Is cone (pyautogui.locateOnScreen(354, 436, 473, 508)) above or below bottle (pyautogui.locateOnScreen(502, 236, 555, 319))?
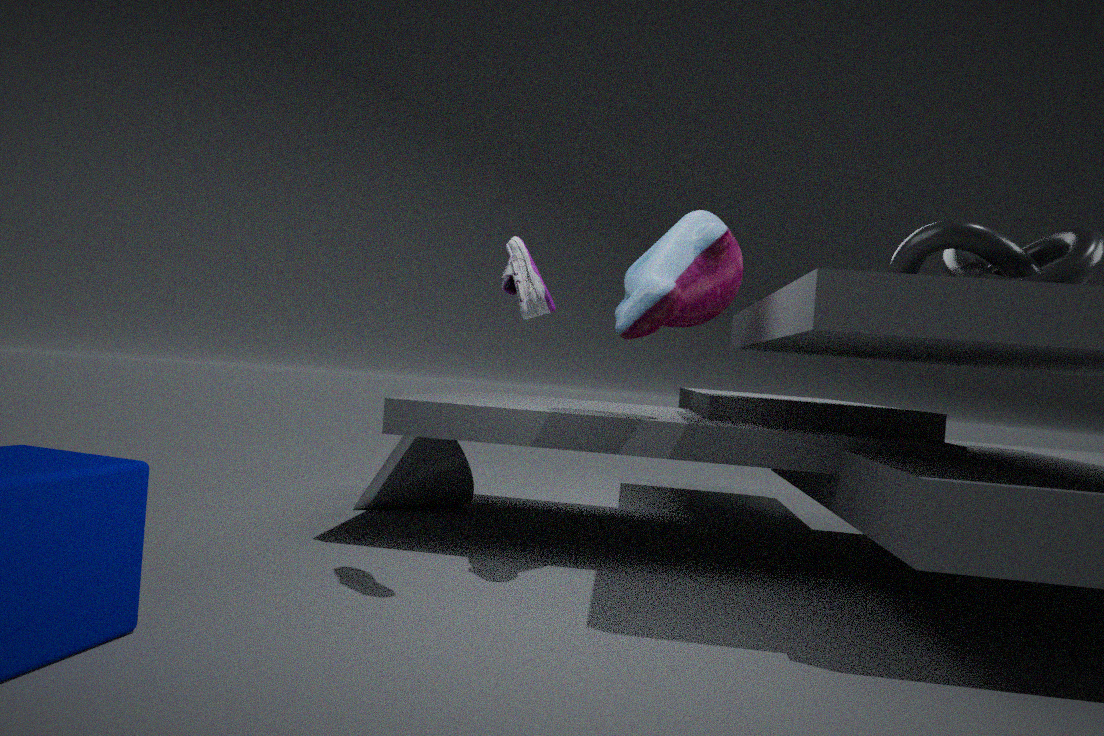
below
